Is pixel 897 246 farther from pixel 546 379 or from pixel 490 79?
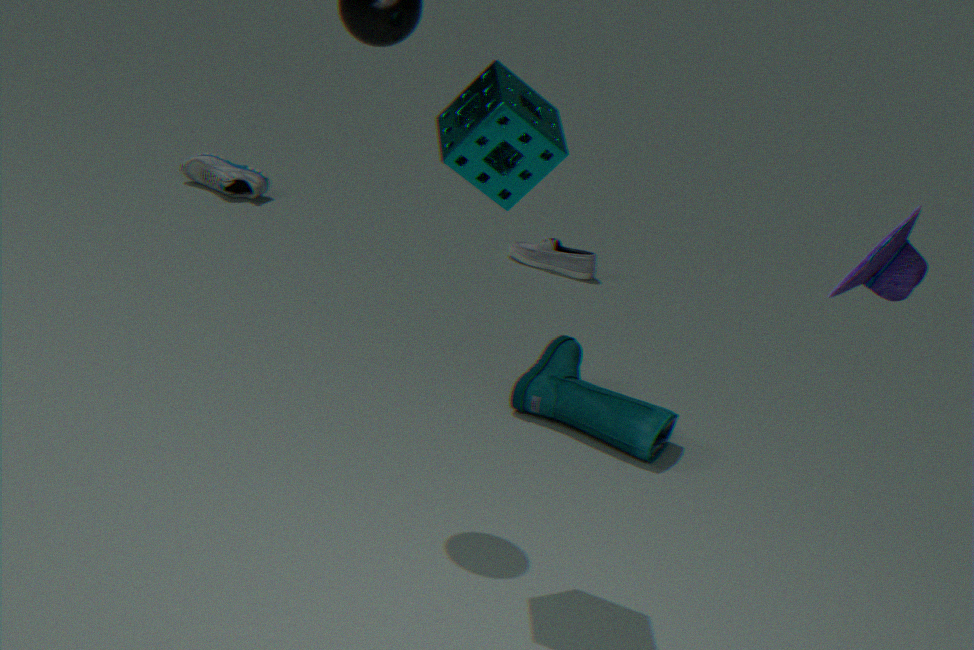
pixel 546 379
